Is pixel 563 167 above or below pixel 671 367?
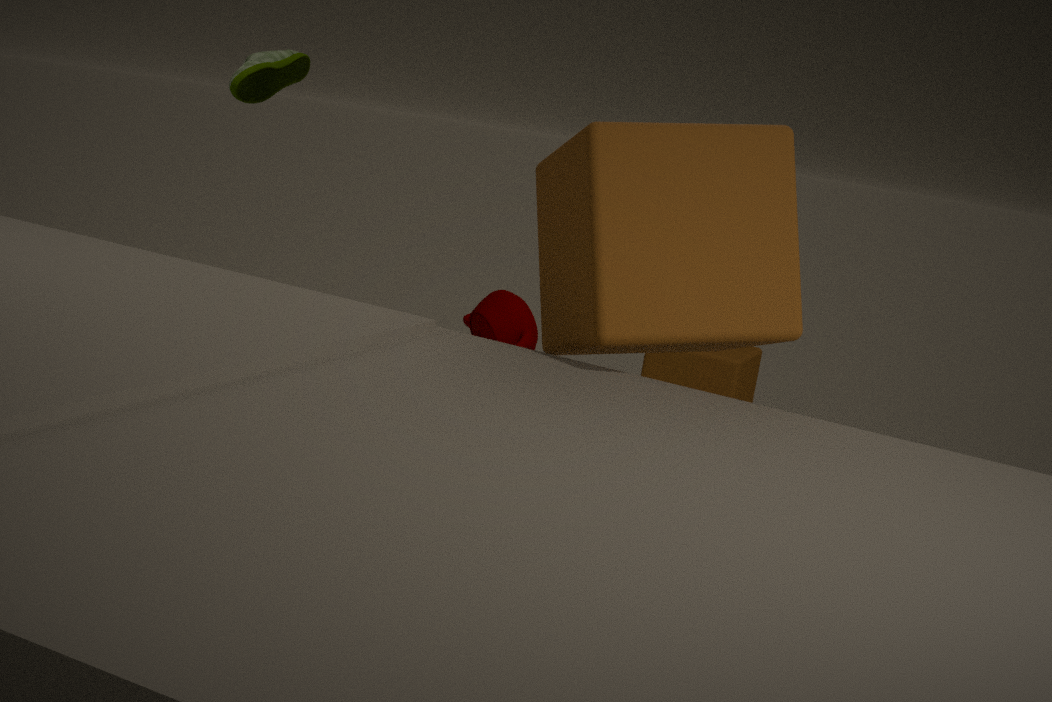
above
